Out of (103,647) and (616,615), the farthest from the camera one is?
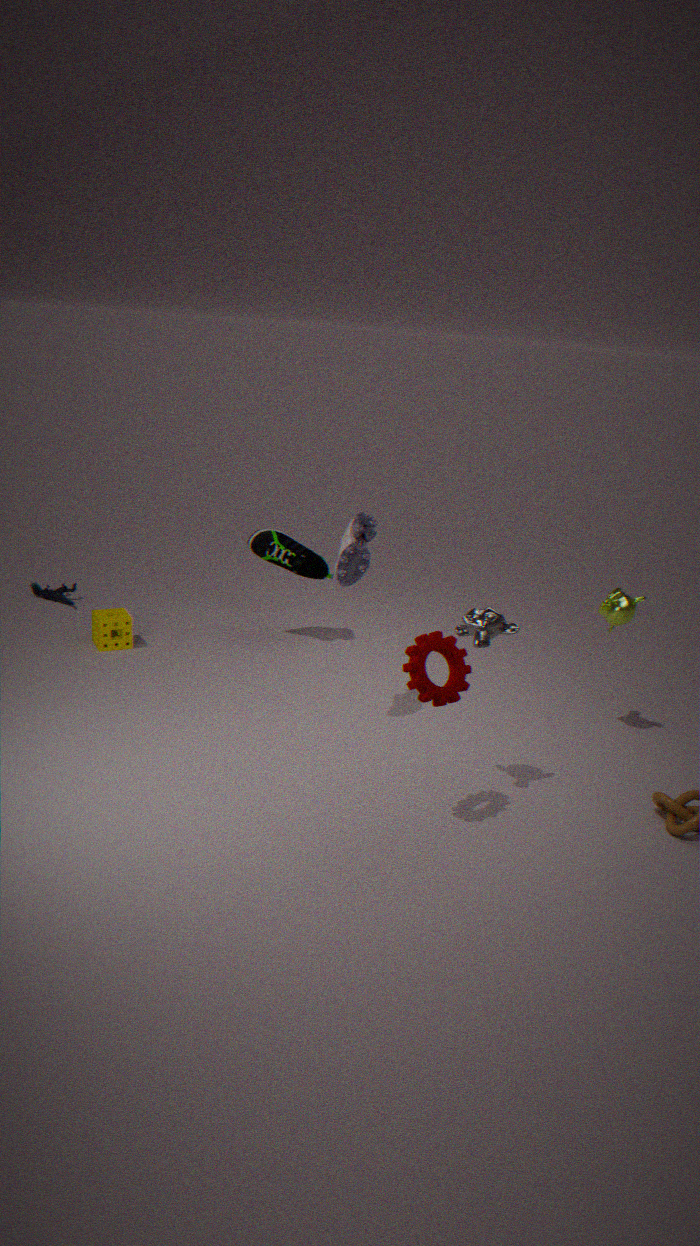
(103,647)
